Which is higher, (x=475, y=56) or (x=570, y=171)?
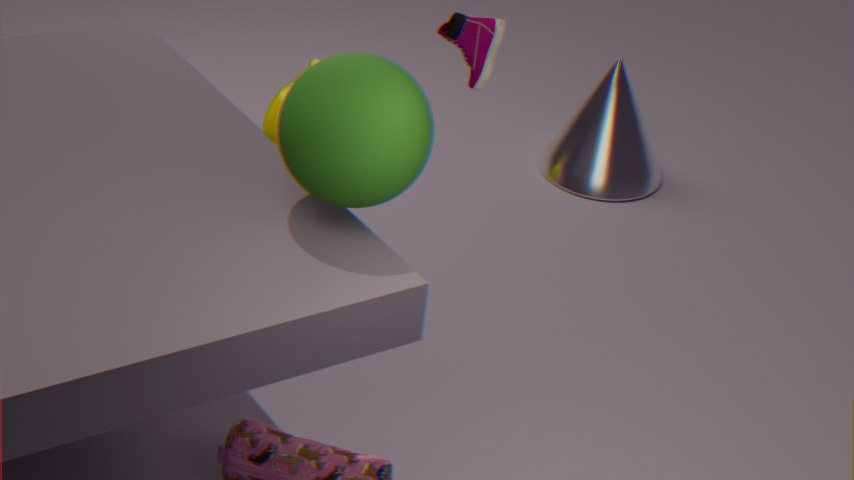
(x=475, y=56)
